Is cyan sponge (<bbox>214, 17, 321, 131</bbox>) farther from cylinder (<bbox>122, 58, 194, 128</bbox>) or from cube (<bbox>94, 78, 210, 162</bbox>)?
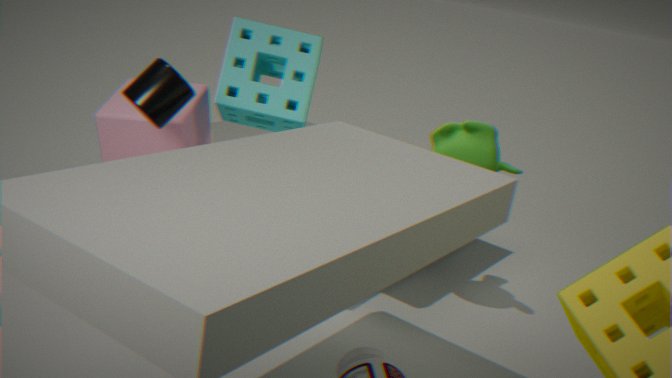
cylinder (<bbox>122, 58, 194, 128</bbox>)
